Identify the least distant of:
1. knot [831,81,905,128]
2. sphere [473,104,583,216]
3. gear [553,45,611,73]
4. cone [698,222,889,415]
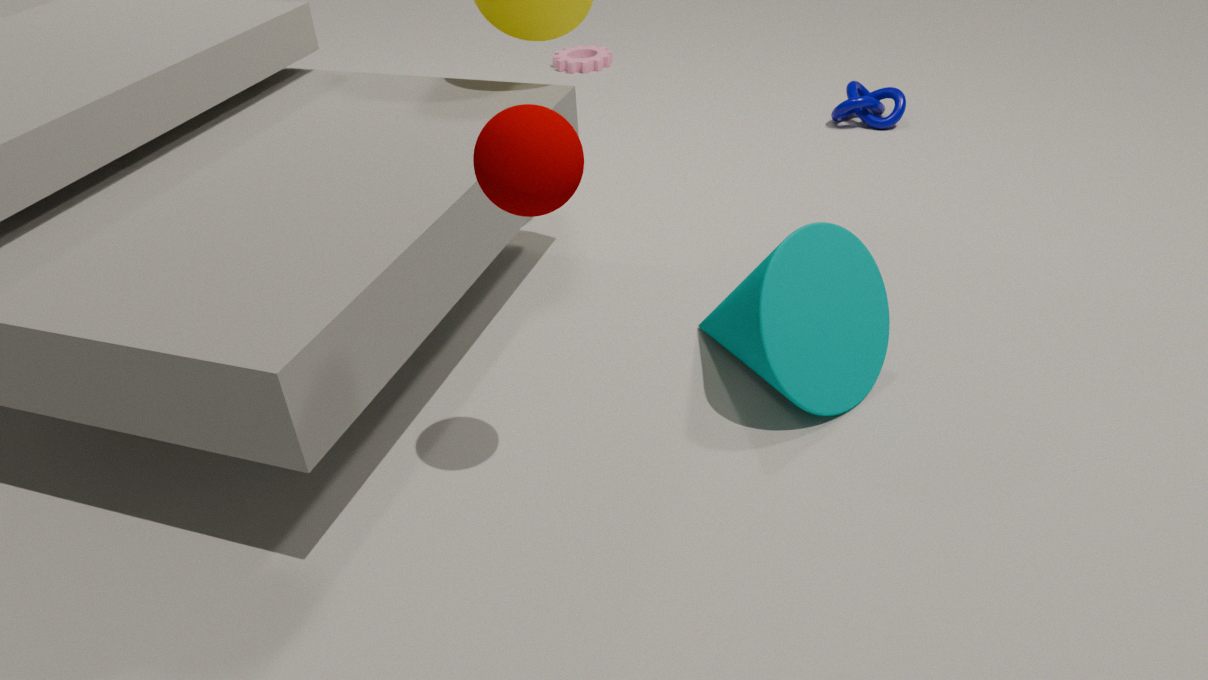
sphere [473,104,583,216]
